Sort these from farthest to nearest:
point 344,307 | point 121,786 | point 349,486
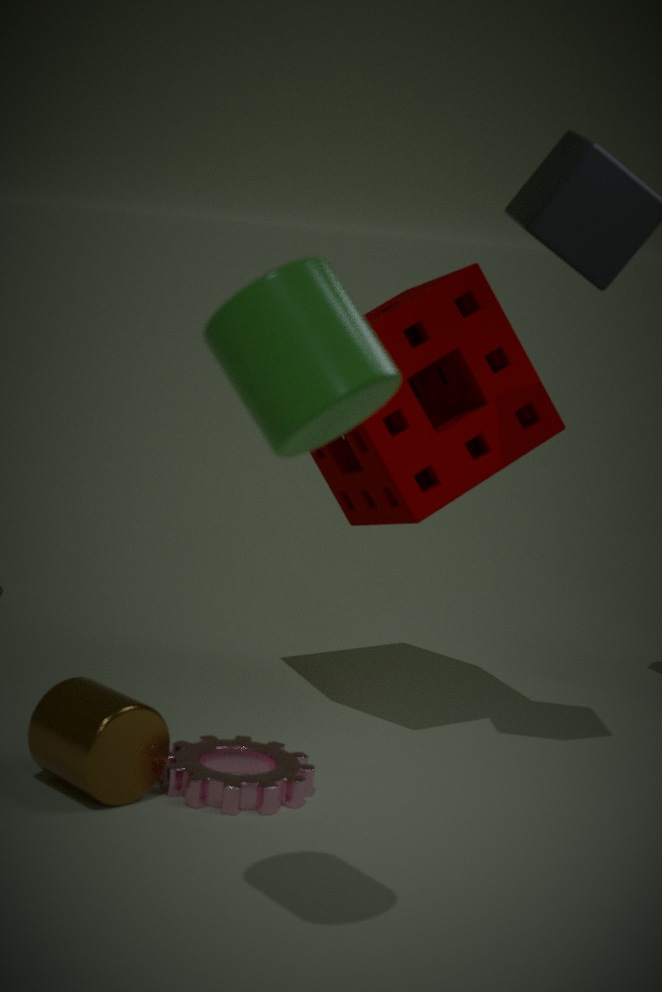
point 349,486 → point 121,786 → point 344,307
